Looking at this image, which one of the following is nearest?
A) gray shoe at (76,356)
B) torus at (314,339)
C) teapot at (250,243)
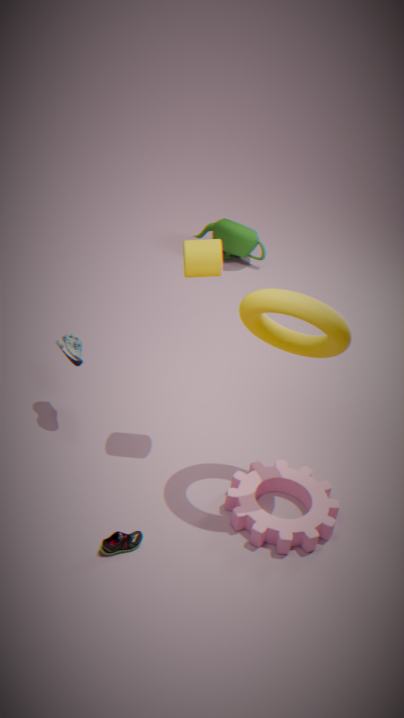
torus at (314,339)
